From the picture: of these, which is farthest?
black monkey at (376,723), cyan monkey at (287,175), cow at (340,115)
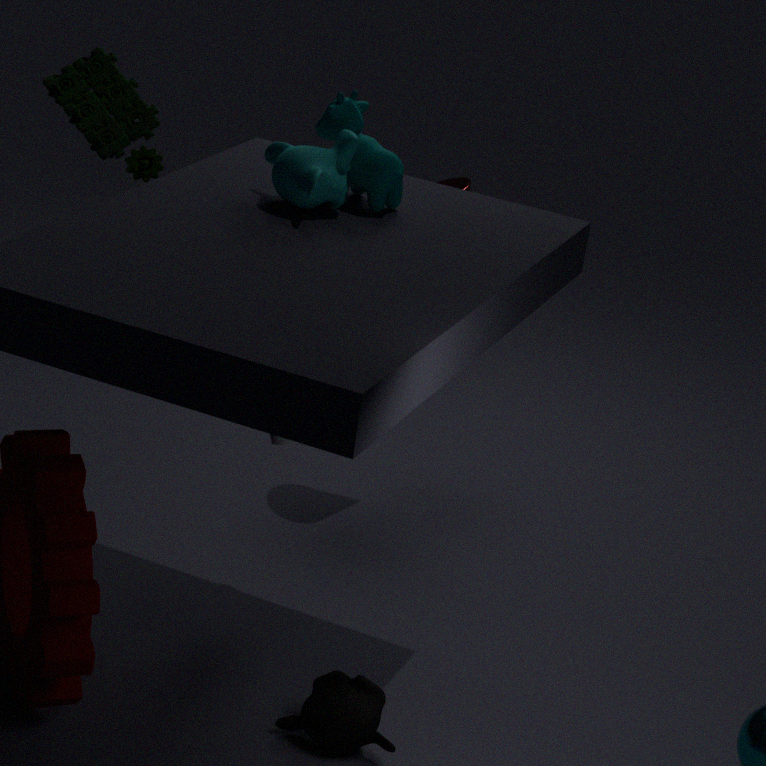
cow at (340,115)
